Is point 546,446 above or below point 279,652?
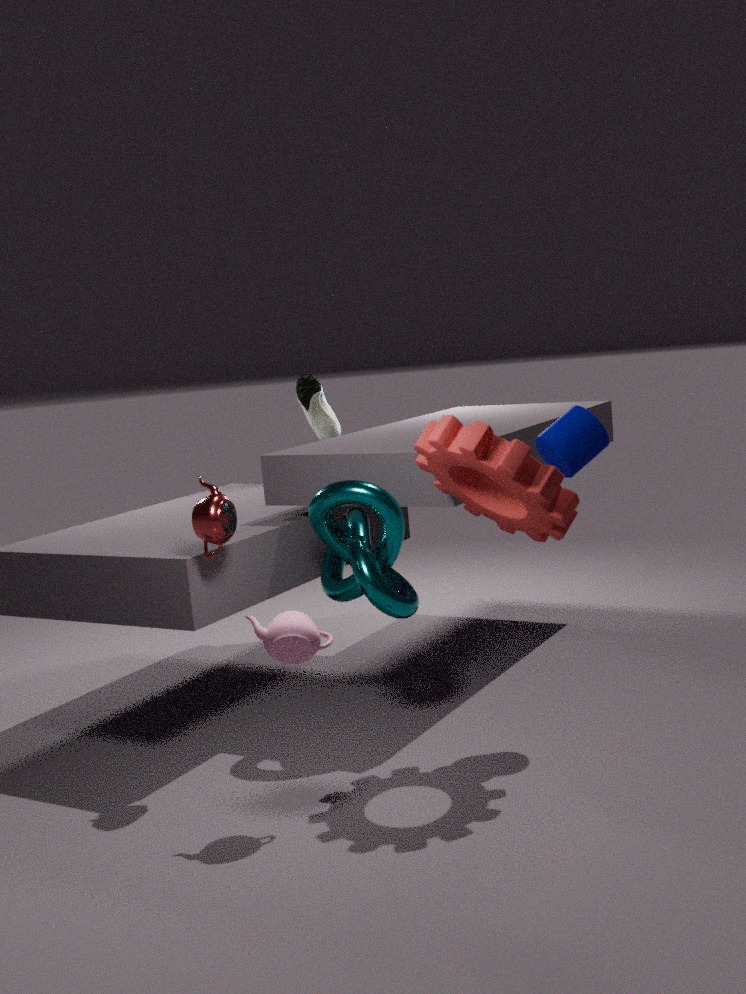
above
